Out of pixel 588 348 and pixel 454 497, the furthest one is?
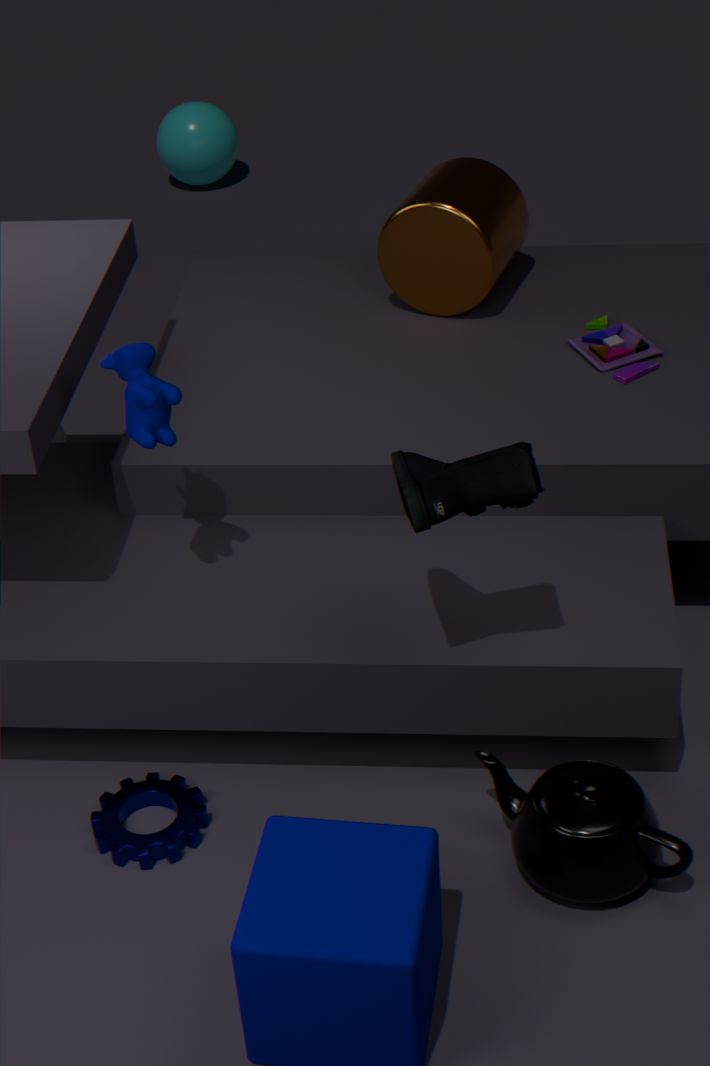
pixel 588 348
